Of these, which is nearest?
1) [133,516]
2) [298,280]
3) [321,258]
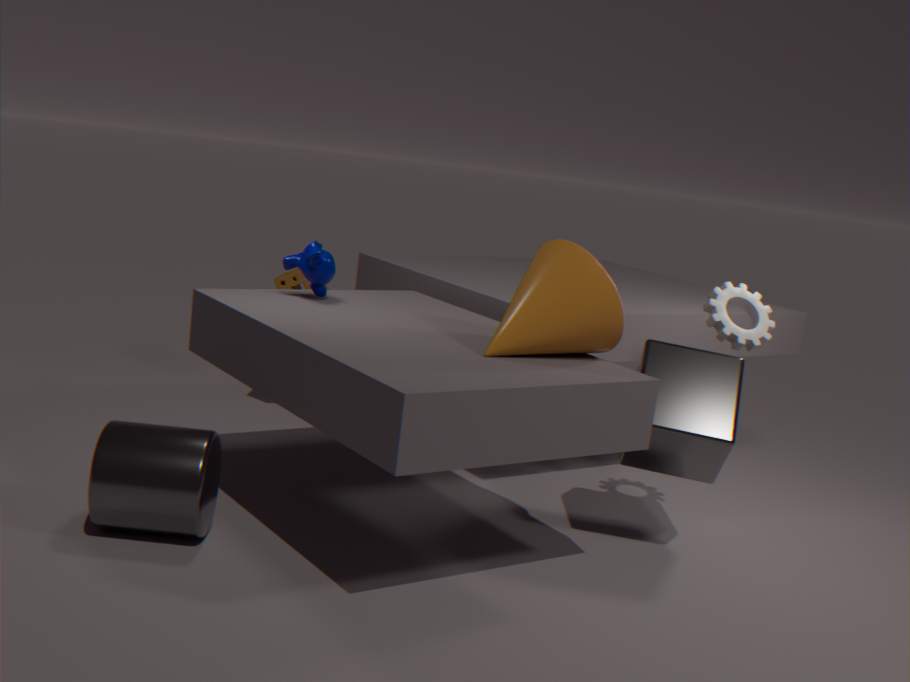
1. [133,516]
